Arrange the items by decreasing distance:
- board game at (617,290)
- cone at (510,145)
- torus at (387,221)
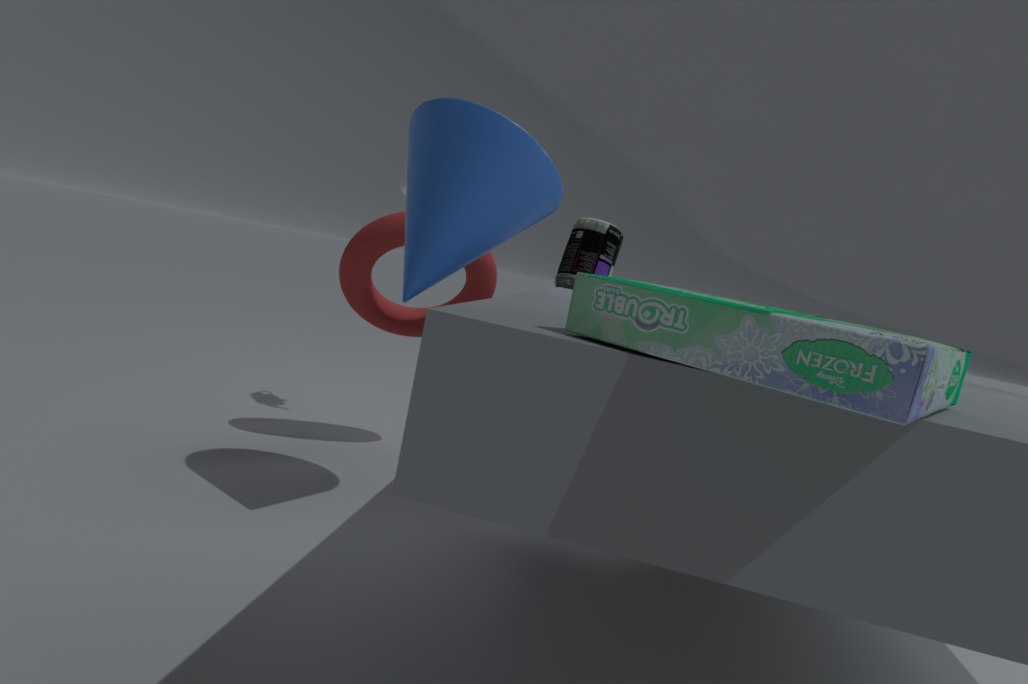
torus at (387,221)
cone at (510,145)
board game at (617,290)
